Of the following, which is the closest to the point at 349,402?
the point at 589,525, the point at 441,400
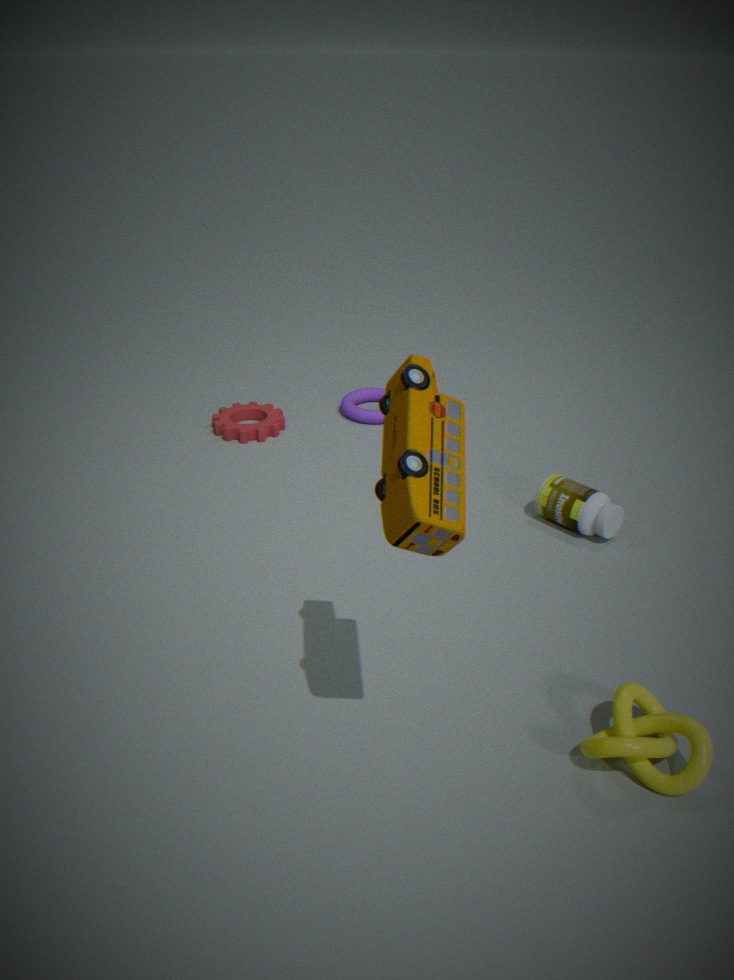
the point at 589,525
